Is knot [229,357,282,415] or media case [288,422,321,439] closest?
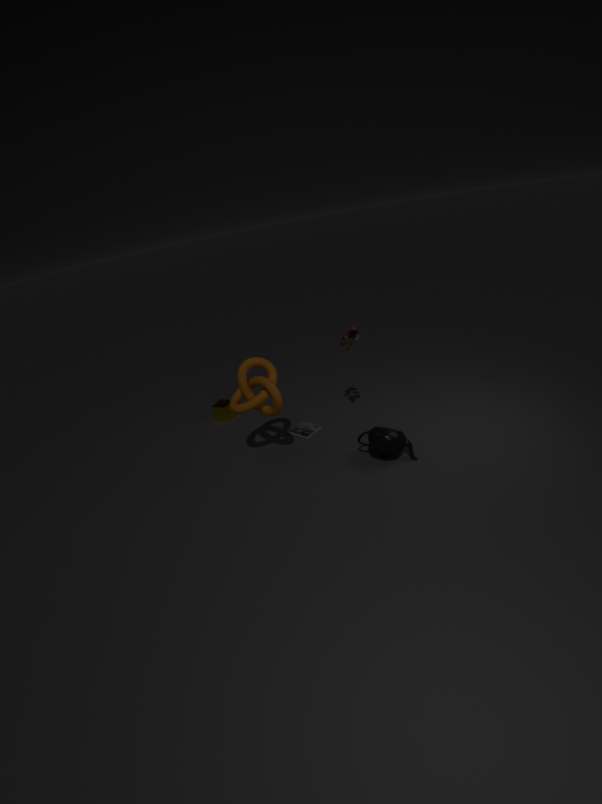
knot [229,357,282,415]
